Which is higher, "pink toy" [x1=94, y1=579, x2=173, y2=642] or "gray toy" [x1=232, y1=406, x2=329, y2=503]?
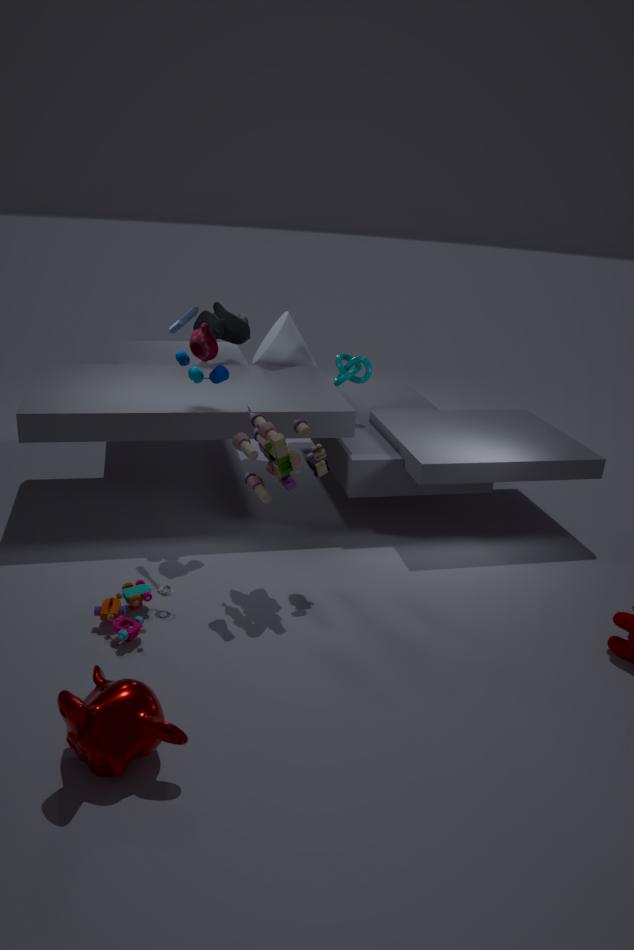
"gray toy" [x1=232, y1=406, x2=329, y2=503]
